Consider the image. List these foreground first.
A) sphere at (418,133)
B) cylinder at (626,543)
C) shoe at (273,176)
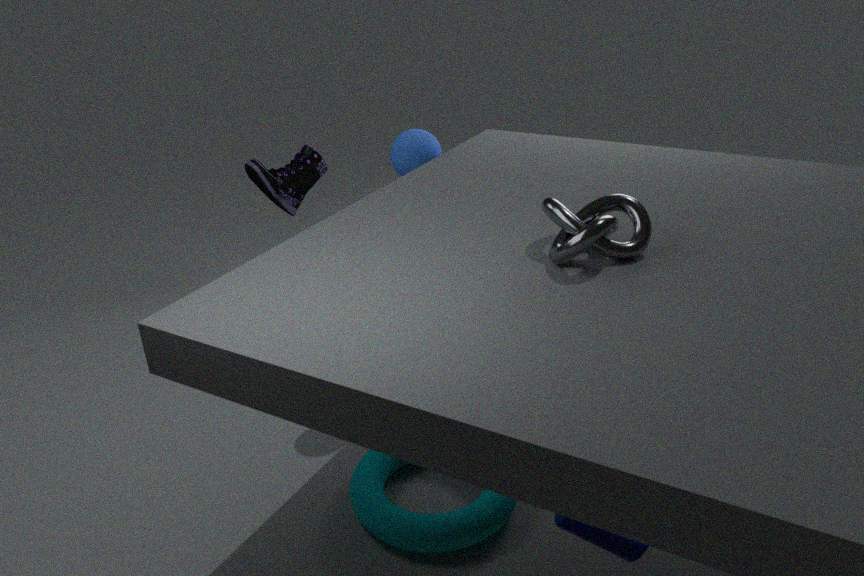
cylinder at (626,543), sphere at (418,133), shoe at (273,176)
